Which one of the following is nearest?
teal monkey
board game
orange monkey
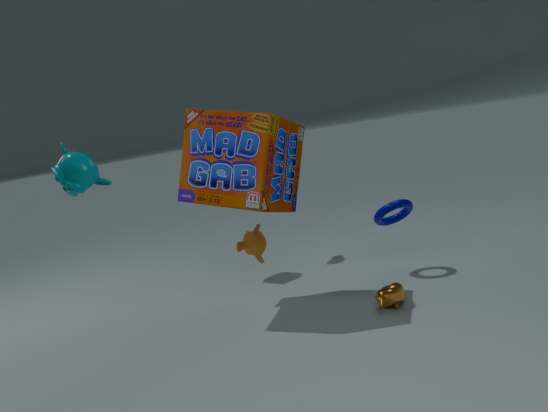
teal monkey
